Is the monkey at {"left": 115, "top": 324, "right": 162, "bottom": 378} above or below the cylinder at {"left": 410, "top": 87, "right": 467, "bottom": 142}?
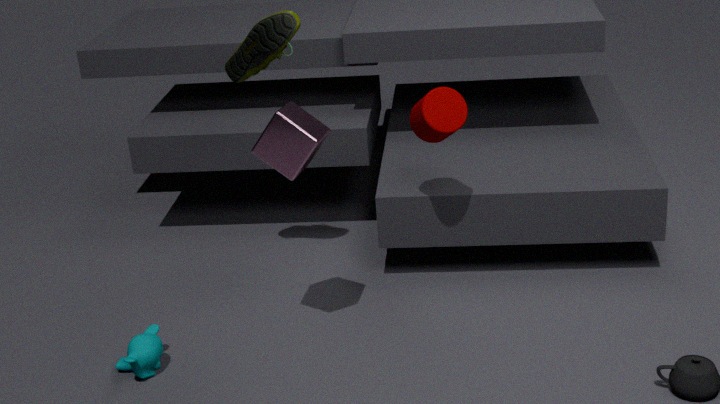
below
